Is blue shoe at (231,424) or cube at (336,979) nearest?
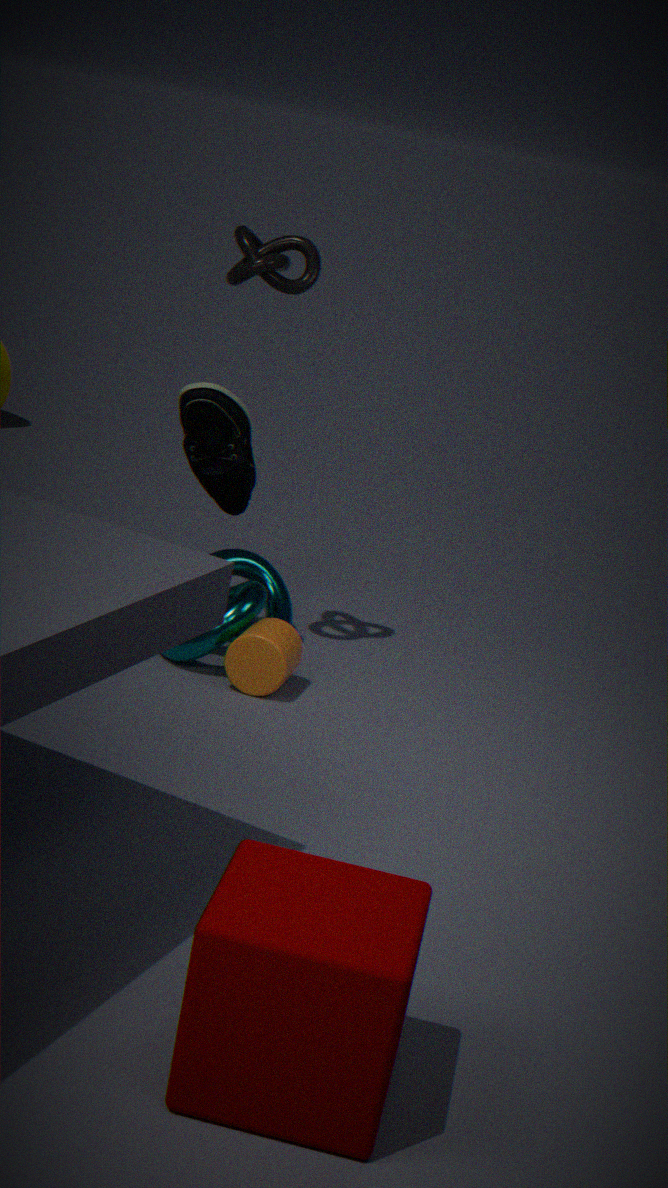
cube at (336,979)
